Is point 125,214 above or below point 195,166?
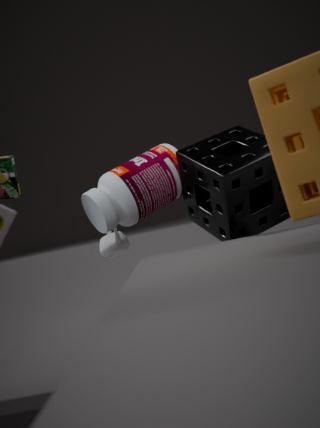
above
